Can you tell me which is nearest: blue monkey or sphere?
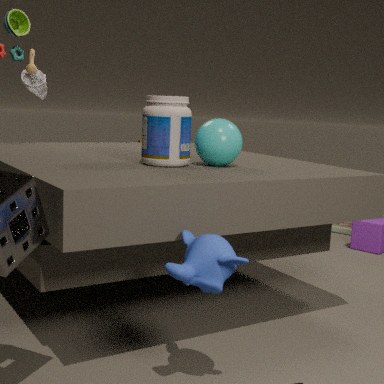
blue monkey
